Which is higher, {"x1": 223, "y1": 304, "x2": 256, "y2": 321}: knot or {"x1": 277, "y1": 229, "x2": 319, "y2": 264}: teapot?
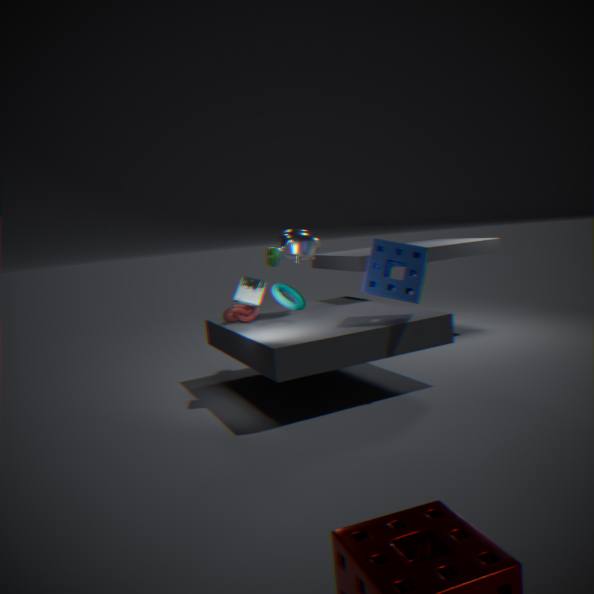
{"x1": 277, "y1": 229, "x2": 319, "y2": 264}: teapot
